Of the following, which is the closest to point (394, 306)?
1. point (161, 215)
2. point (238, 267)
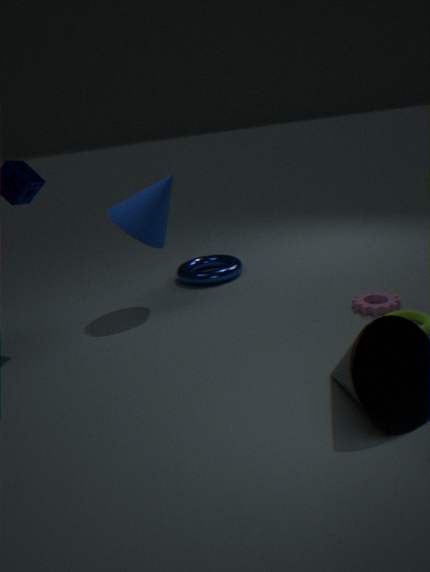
point (238, 267)
